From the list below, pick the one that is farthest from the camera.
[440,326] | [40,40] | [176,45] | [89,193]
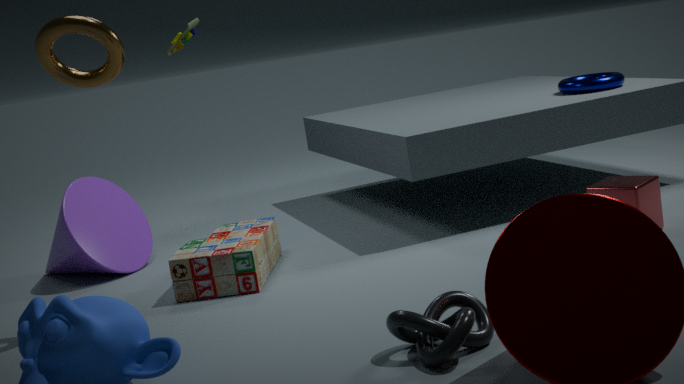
[176,45]
